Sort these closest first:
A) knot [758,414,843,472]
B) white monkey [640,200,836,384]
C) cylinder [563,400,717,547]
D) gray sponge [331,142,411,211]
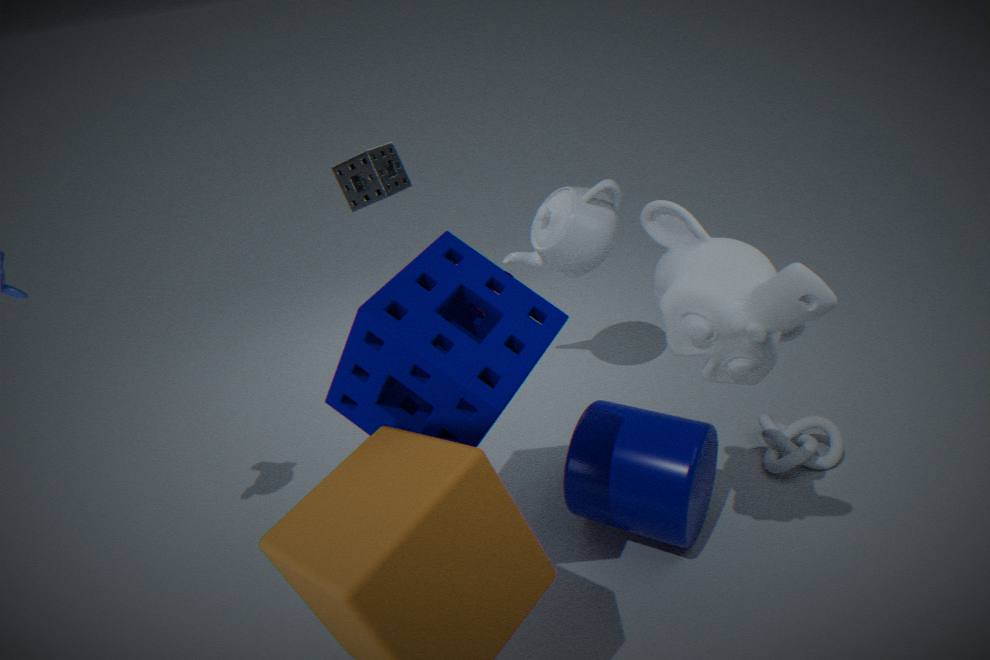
1. white monkey [640,200,836,384]
2. cylinder [563,400,717,547]
3. knot [758,414,843,472]
4. gray sponge [331,142,411,211]
